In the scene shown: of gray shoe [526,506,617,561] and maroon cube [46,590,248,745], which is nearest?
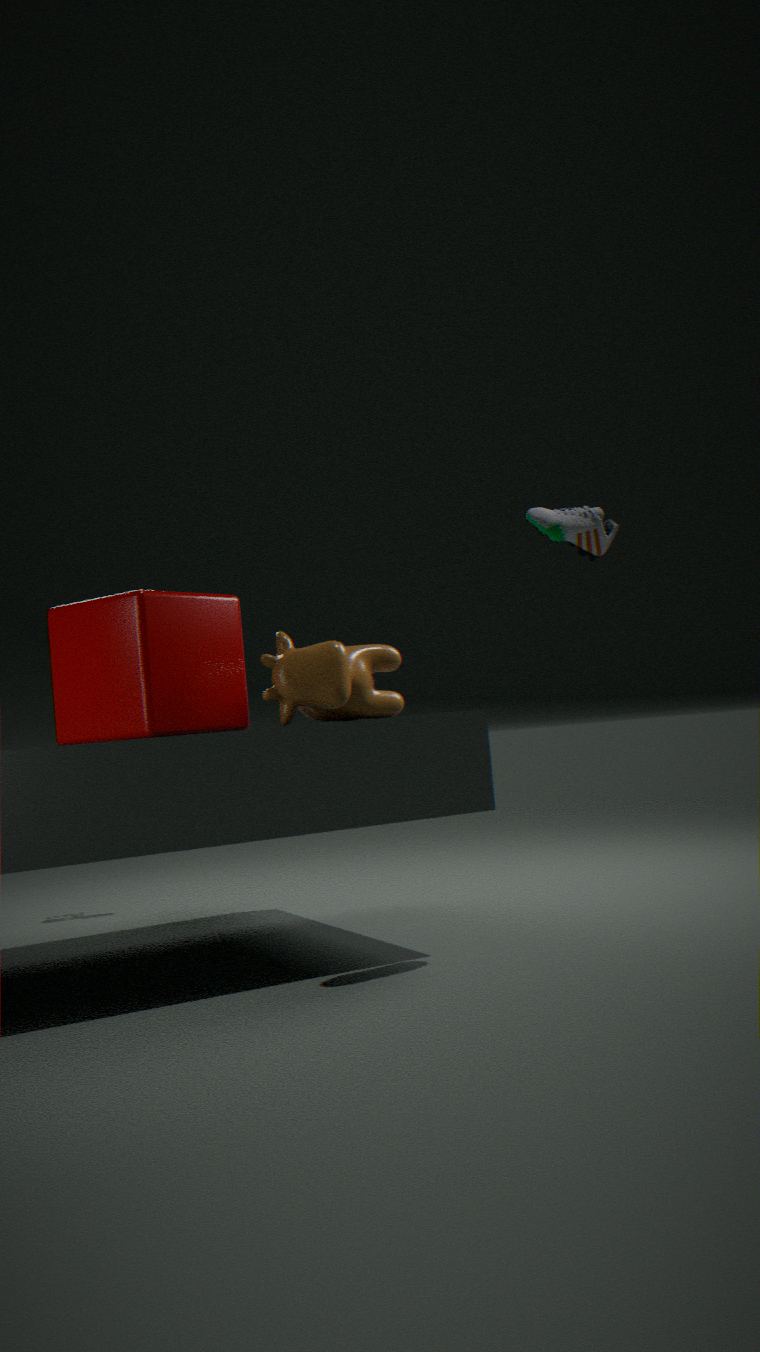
gray shoe [526,506,617,561]
